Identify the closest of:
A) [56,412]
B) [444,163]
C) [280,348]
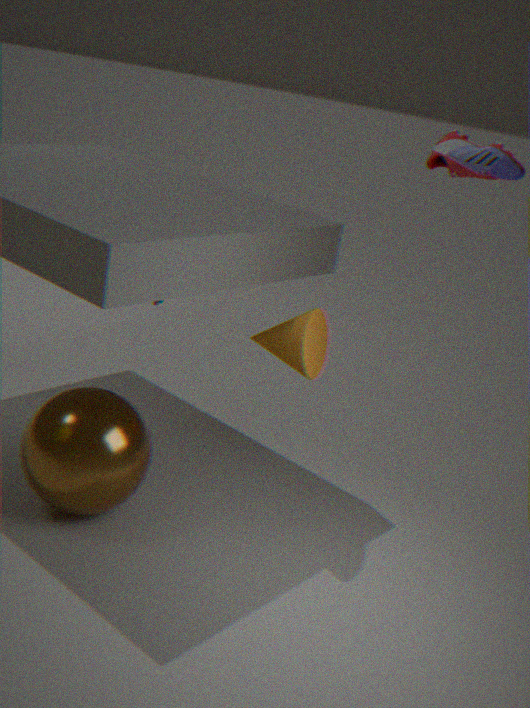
[444,163]
